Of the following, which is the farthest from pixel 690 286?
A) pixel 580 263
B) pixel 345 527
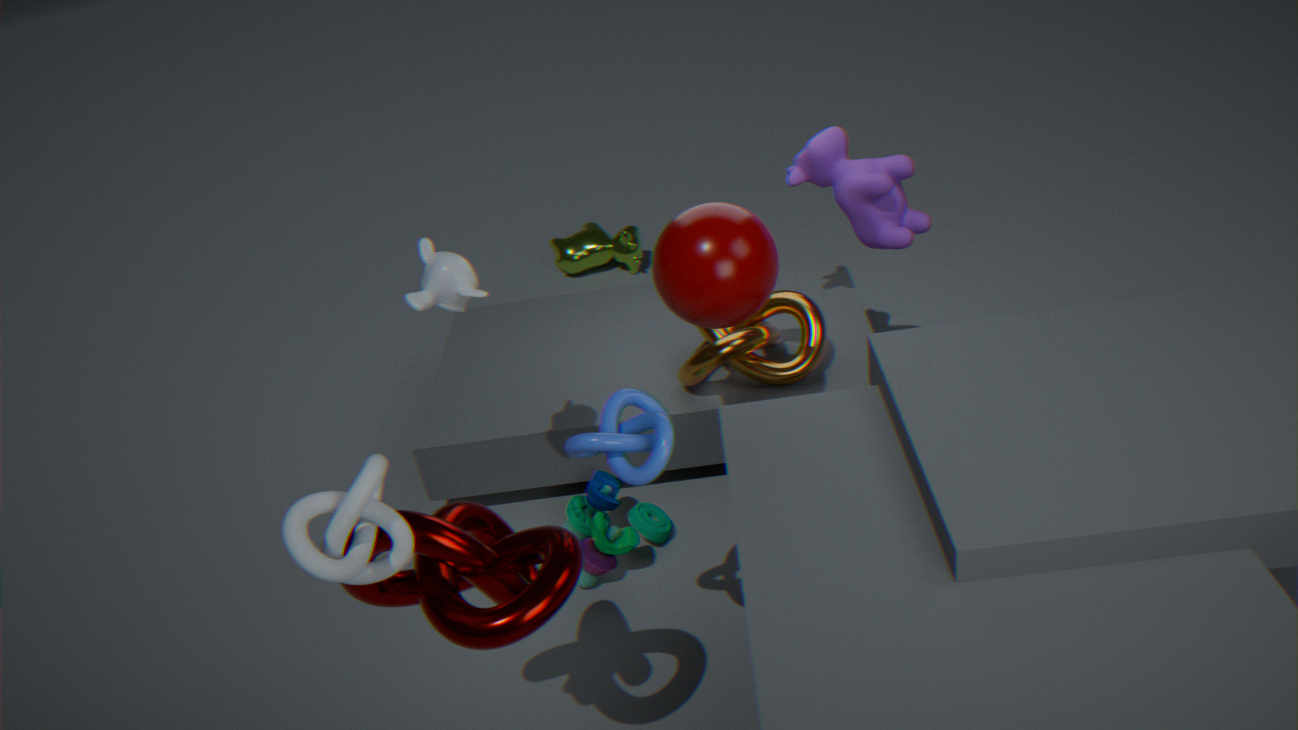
pixel 580 263
